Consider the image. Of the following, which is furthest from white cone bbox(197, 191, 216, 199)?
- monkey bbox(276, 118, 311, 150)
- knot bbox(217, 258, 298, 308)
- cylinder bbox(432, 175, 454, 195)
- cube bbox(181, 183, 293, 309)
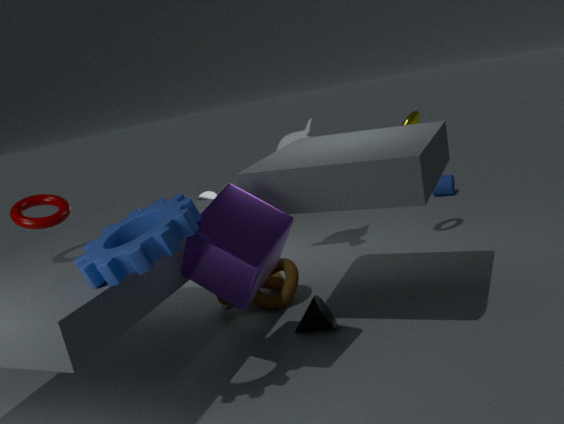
cylinder bbox(432, 175, 454, 195)
